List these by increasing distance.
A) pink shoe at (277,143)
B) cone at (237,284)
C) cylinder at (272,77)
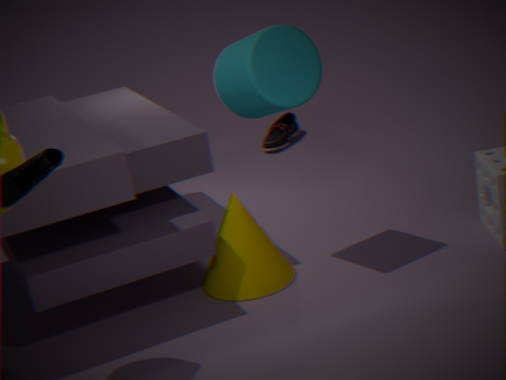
cylinder at (272,77)
cone at (237,284)
pink shoe at (277,143)
